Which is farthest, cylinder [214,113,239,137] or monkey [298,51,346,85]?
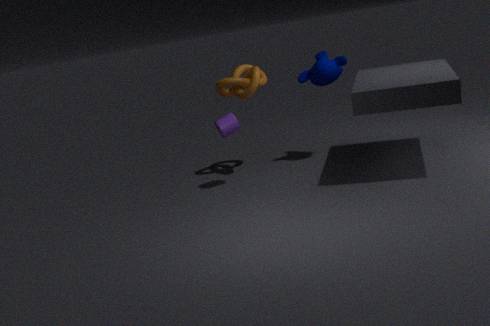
monkey [298,51,346,85]
